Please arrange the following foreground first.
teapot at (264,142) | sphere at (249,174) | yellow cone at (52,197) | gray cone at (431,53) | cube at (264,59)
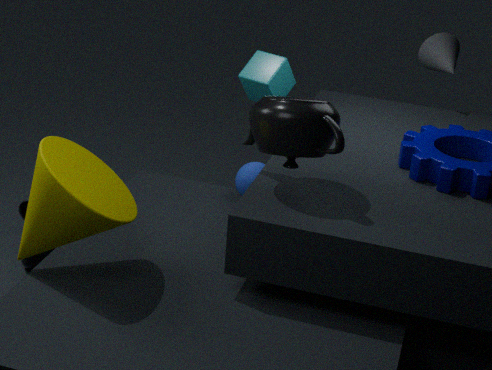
yellow cone at (52,197) → teapot at (264,142) → sphere at (249,174) → cube at (264,59) → gray cone at (431,53)
